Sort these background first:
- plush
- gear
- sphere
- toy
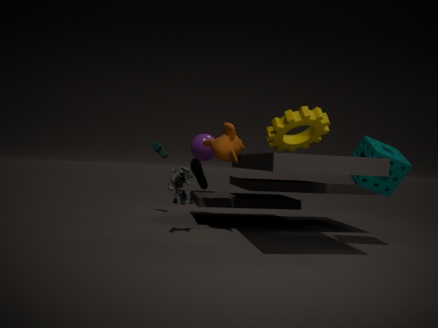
1. toy
2. sphere
3. plush
4. gear
